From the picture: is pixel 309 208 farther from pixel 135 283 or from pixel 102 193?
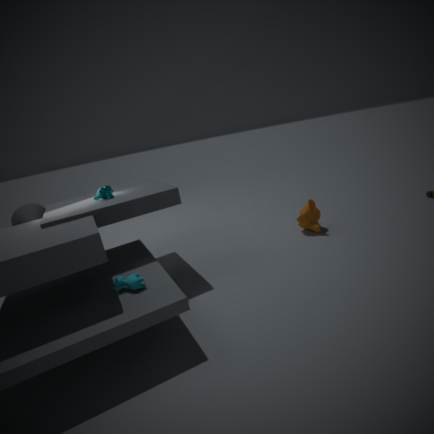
pixel 102 193
